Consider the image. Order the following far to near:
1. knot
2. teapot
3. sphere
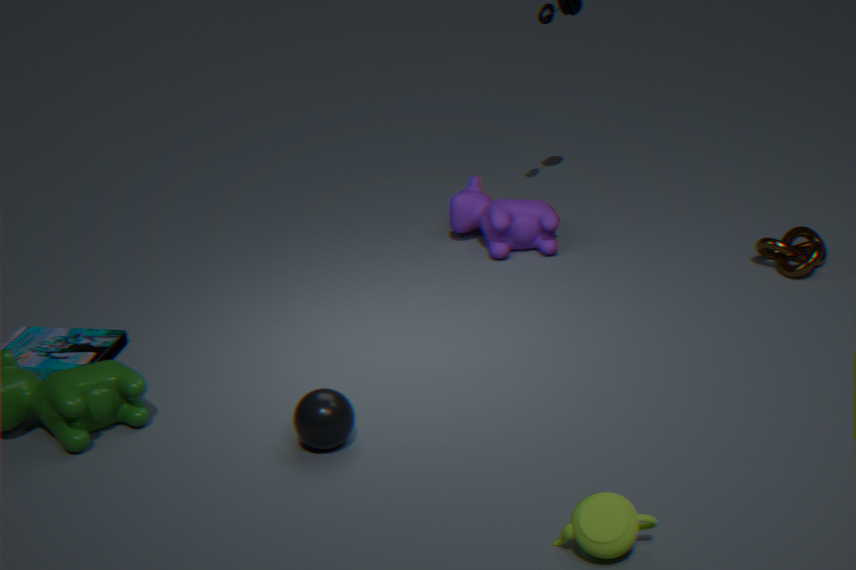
knot < sphere < teapot
